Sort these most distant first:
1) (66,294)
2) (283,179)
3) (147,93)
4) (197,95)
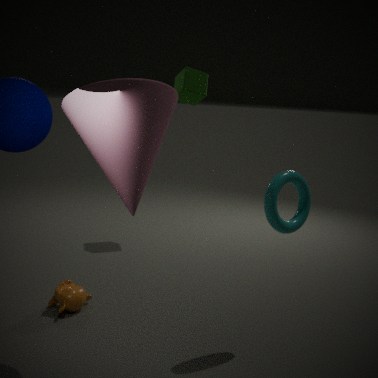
4. (197,95) → 1. (66,294) → 2. (283,179) → 3. (147,93)
